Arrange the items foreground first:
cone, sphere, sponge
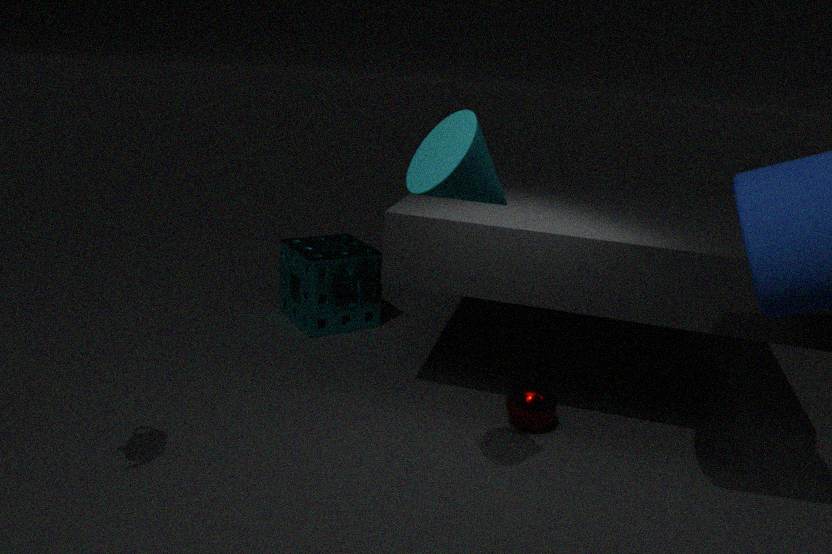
cone < sphere < sponge
